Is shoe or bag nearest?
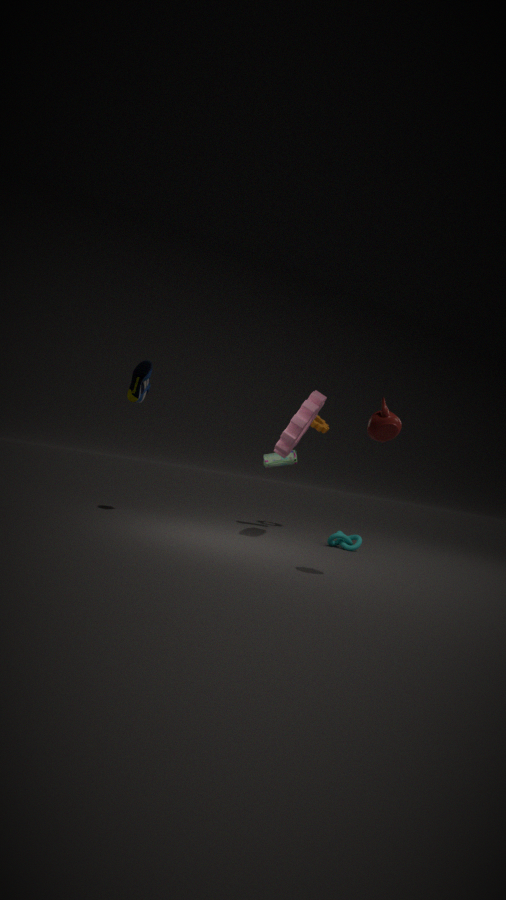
shoe
